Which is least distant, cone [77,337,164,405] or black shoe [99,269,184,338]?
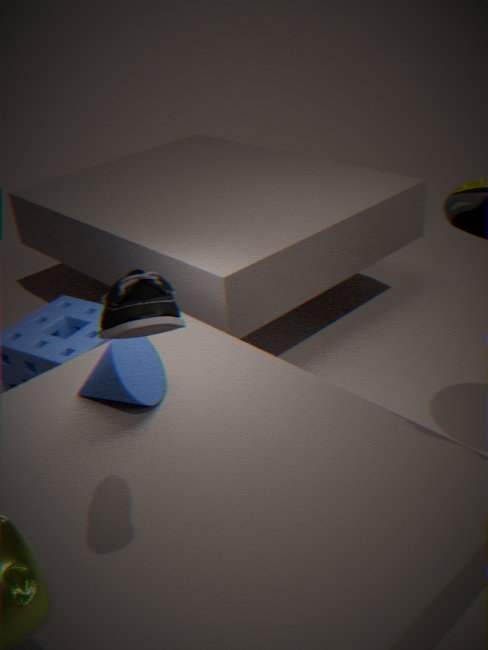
black shoe [99,269,184,338]
